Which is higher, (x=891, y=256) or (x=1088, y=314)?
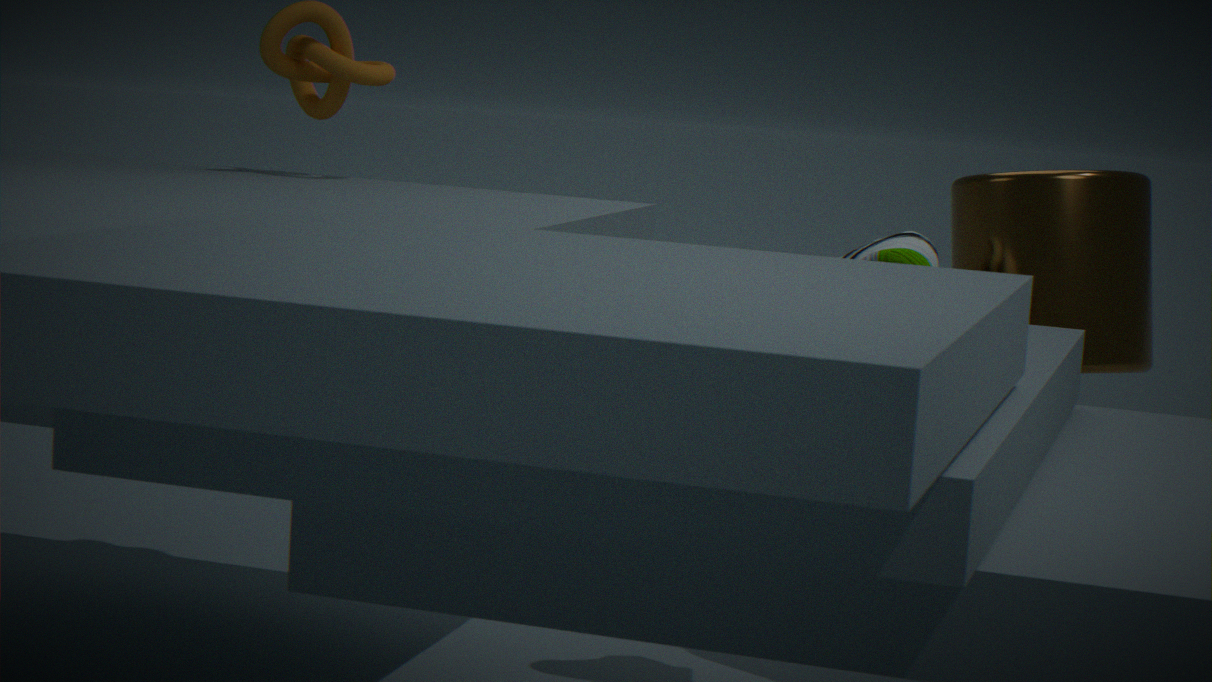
(x=1088, y=314)
